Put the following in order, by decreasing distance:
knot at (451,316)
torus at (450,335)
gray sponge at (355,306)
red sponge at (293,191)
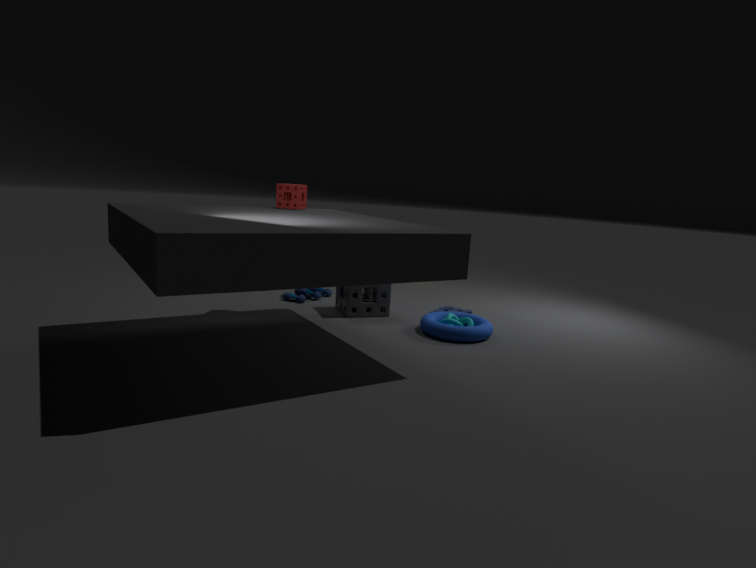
gray sponge at (355,306)
red sponge at (293,191)
knot at (451,316)
torus at (450,335)
